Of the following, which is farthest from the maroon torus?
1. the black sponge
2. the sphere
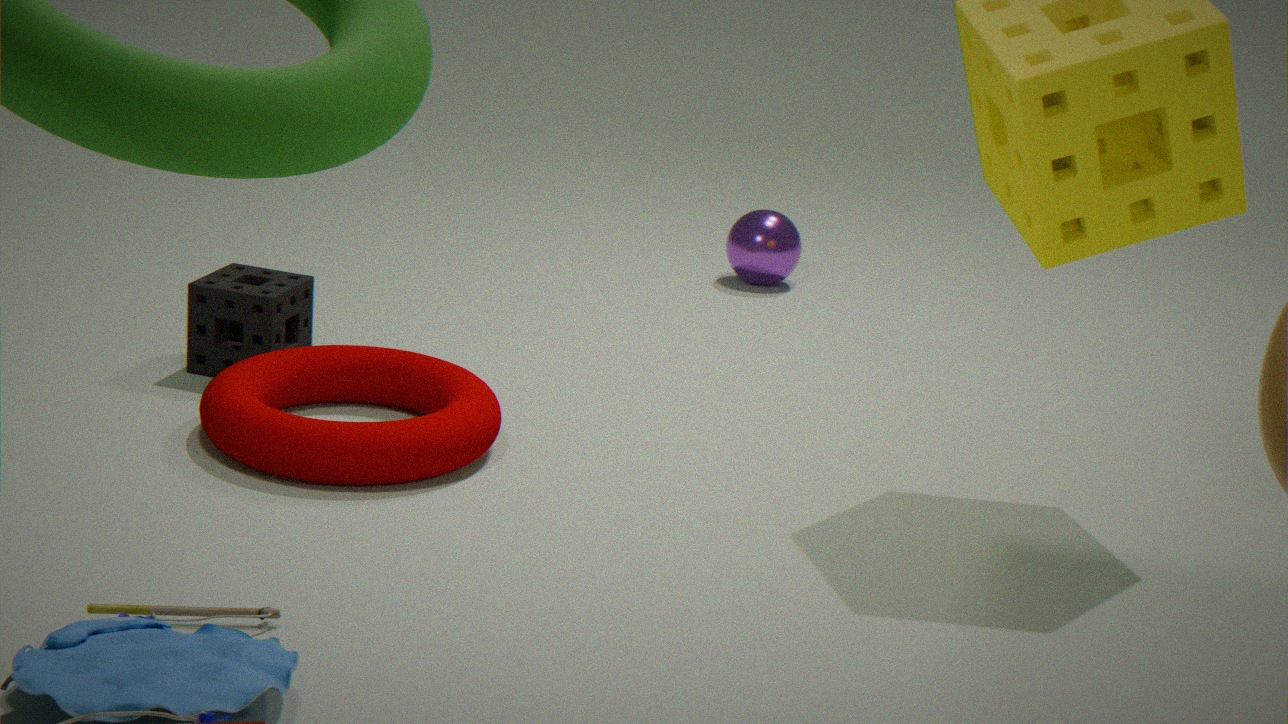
the sphere
